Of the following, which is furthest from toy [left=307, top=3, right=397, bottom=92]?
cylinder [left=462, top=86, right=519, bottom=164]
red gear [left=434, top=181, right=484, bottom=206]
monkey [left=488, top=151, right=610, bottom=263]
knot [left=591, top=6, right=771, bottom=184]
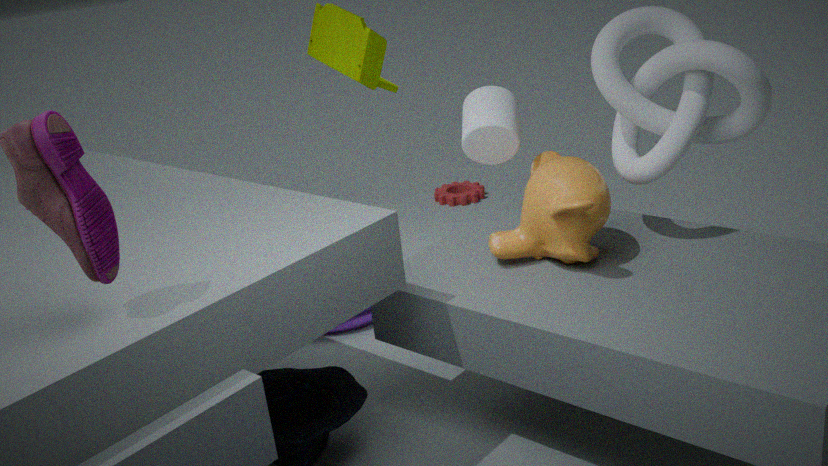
red gear [left=434, top=181, right=484, bottom=206]
